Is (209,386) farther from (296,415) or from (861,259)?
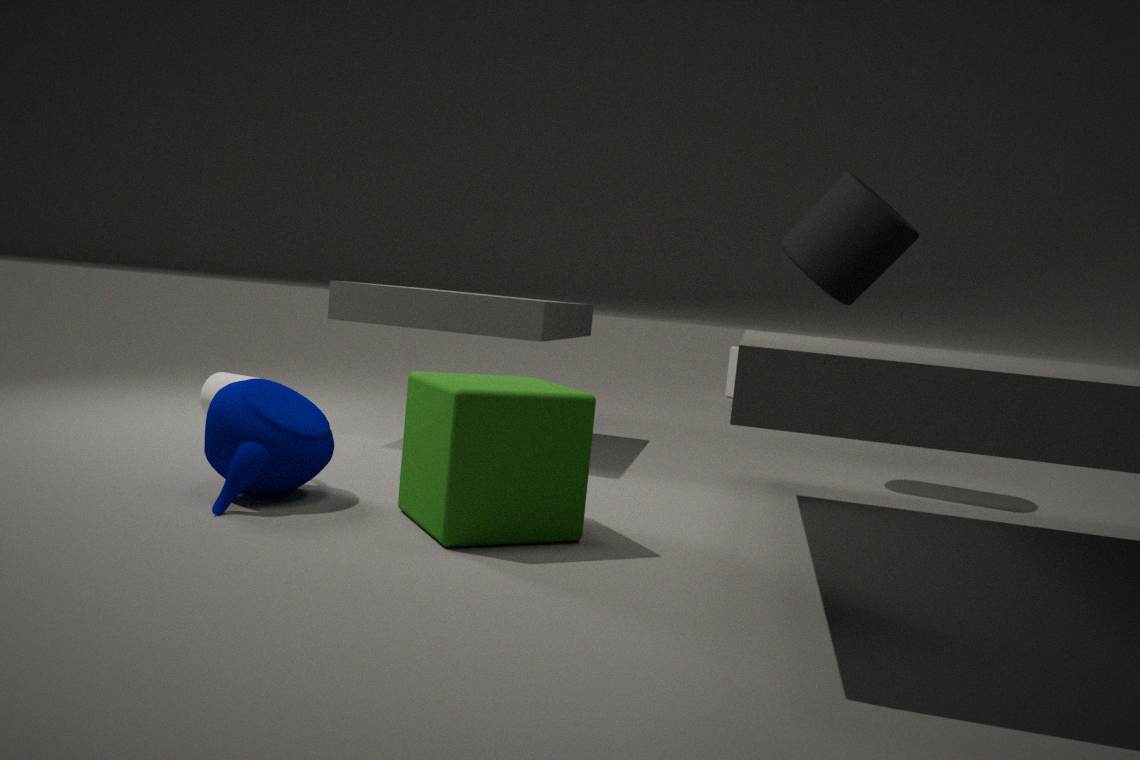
(861,259)
